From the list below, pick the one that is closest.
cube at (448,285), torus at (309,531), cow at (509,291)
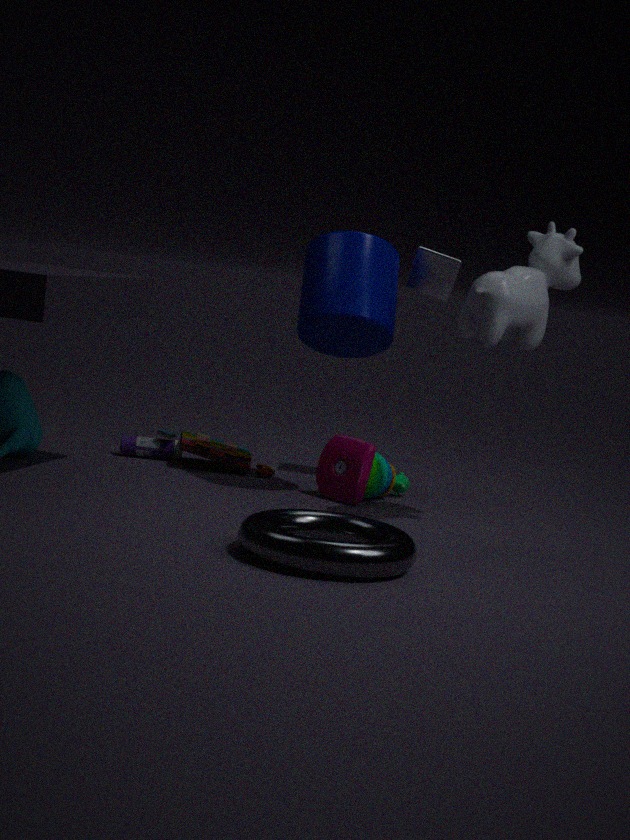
torus at (309,531)
